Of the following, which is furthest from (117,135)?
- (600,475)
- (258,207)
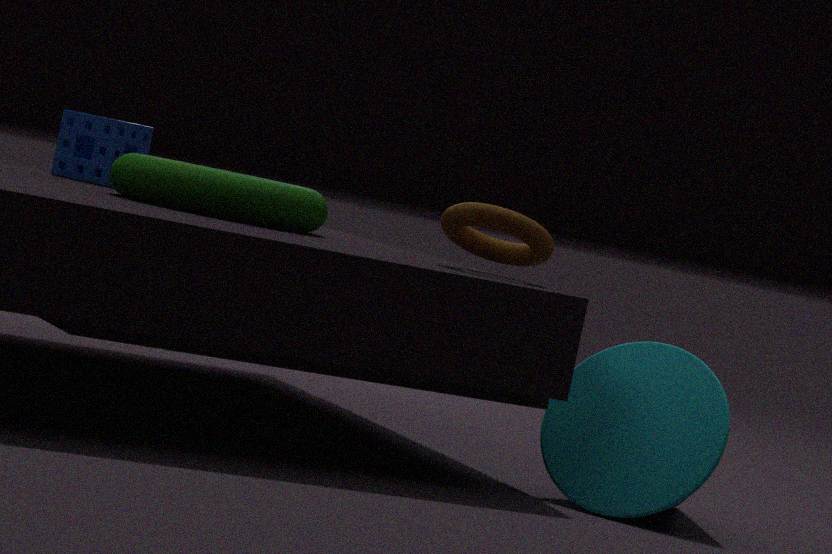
(600,475)
